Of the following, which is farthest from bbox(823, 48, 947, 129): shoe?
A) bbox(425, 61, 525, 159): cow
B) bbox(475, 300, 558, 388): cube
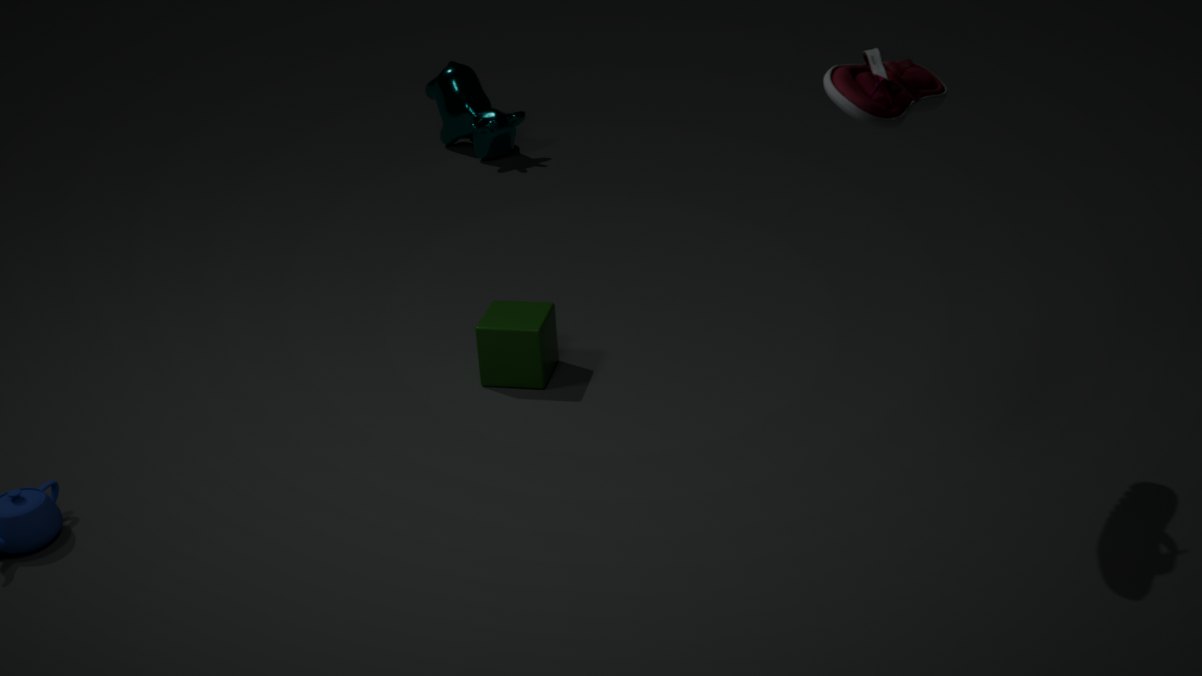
bbox(425, 61, 525, 159): cow
